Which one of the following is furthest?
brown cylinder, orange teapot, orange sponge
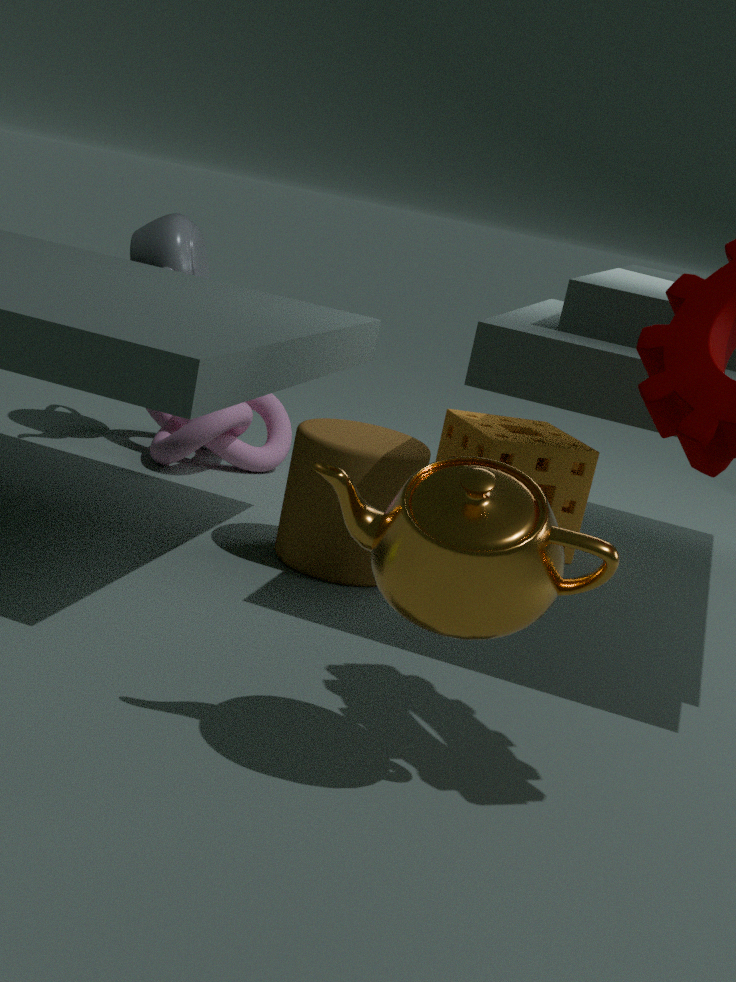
orange sponge
